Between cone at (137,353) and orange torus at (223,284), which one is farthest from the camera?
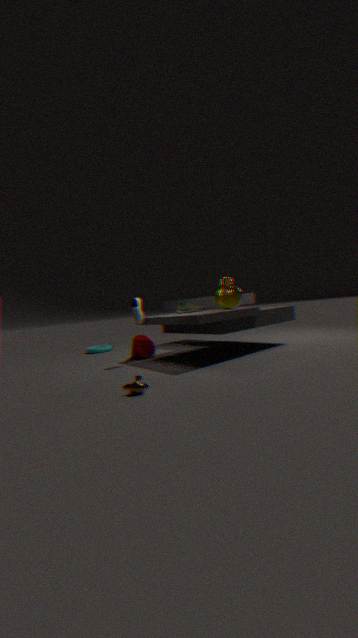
cone at (137,353)
